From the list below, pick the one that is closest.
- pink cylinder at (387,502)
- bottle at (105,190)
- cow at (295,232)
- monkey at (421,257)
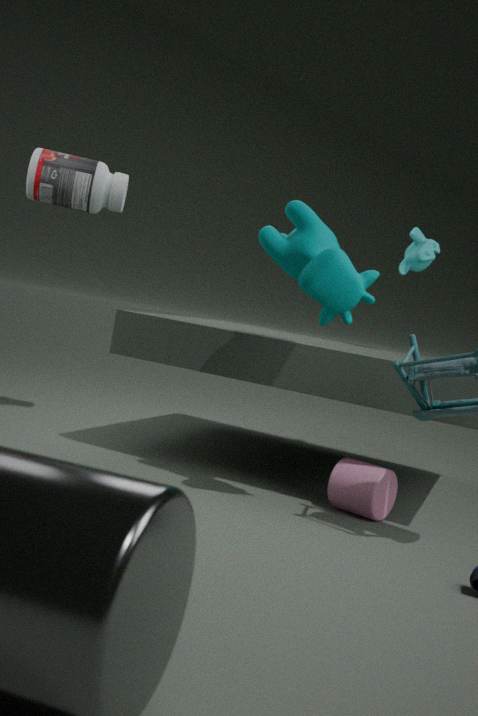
cow at (295,232)
